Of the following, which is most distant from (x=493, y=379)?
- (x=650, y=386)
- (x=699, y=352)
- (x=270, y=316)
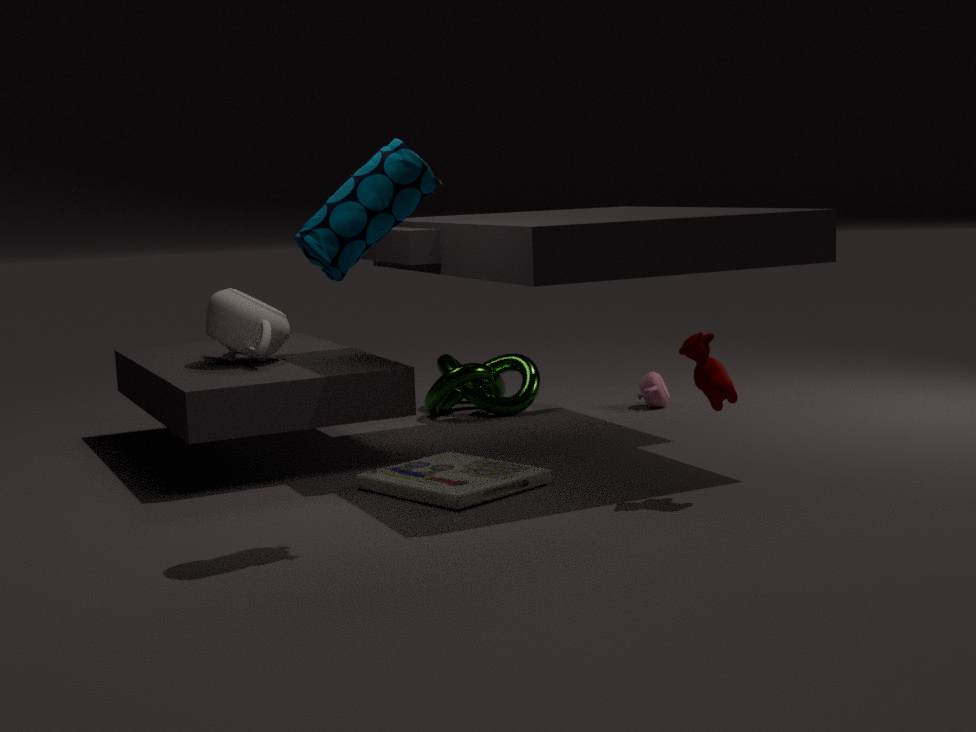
(x=699, y=352)
